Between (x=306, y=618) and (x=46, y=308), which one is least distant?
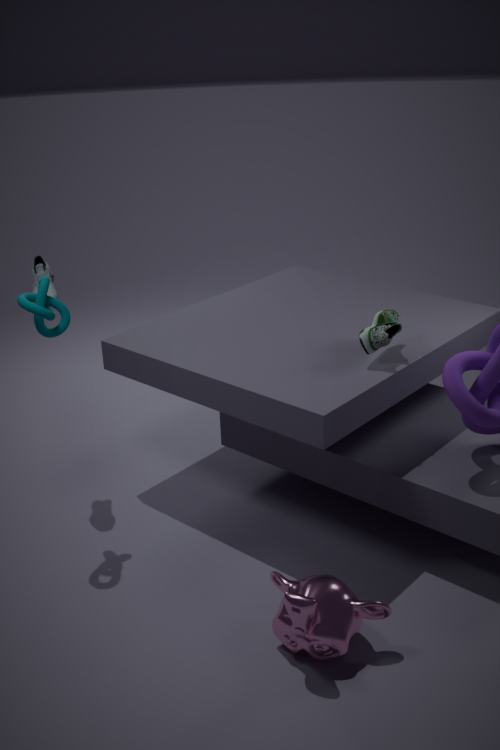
(x=306, y=618)
